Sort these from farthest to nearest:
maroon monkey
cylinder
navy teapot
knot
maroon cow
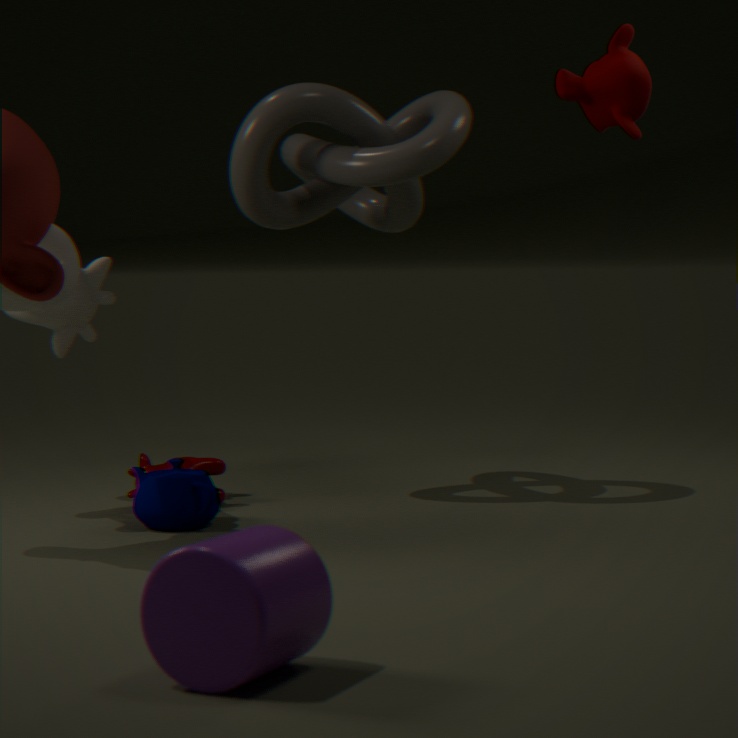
knot < maroon monkey < maroon cow < navy teapot < cylinder
